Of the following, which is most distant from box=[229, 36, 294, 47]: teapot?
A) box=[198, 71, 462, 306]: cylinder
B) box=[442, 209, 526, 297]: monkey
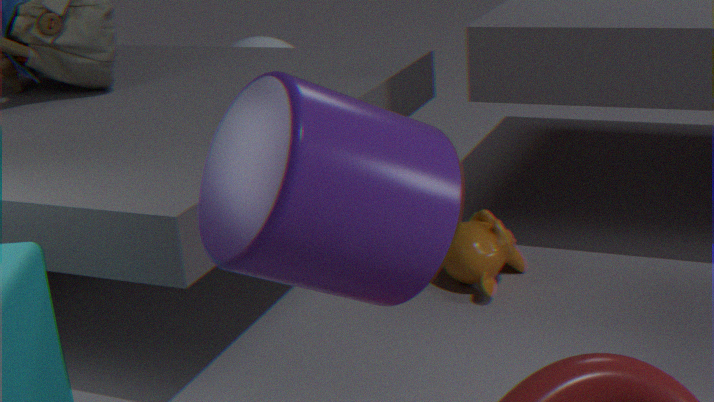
box=[198, 71, 462, 306]: cylinder
